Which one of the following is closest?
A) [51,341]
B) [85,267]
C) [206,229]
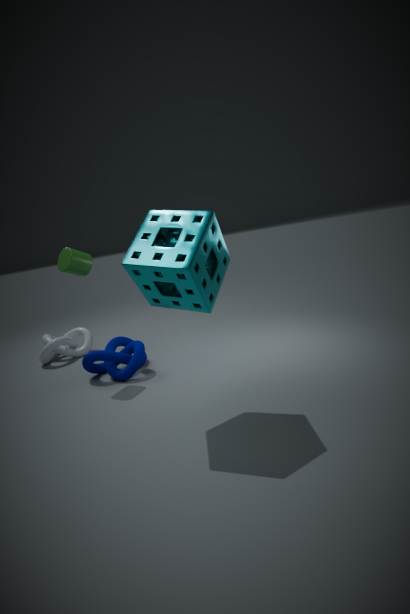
[206,229]
